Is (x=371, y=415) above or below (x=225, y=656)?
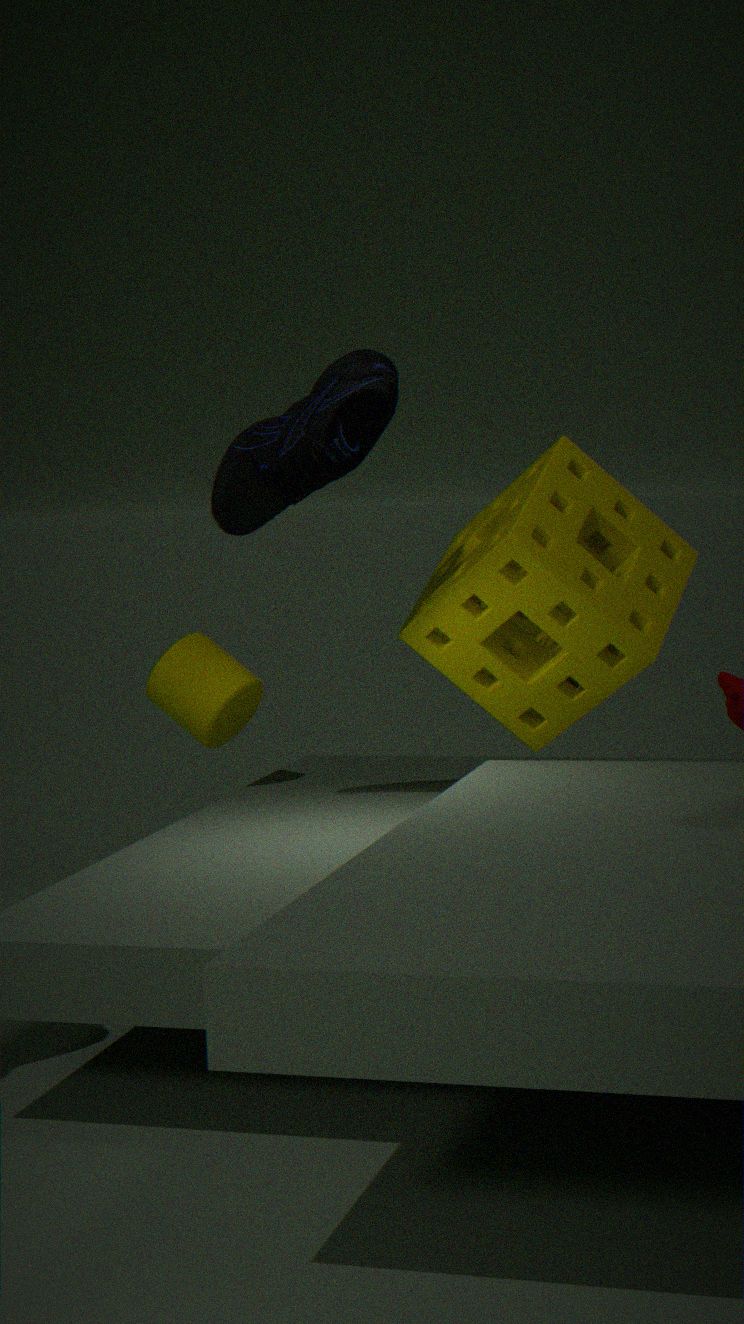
above
